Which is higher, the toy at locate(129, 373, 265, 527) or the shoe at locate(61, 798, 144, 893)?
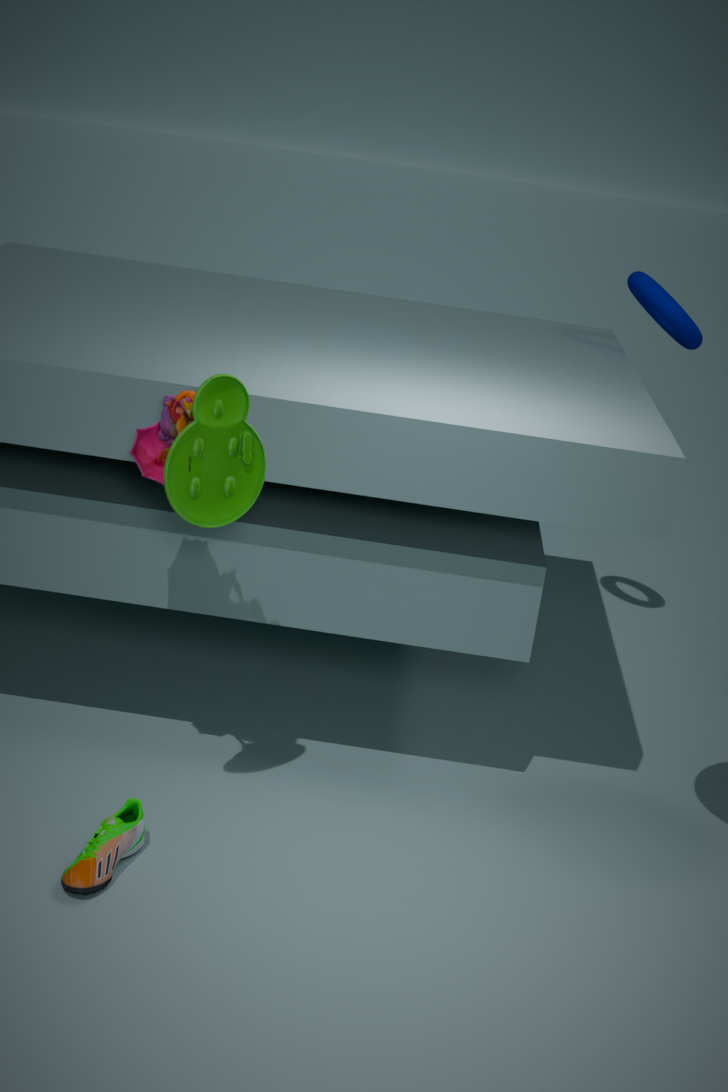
the toy at locate(129, 373, 265, 527)
